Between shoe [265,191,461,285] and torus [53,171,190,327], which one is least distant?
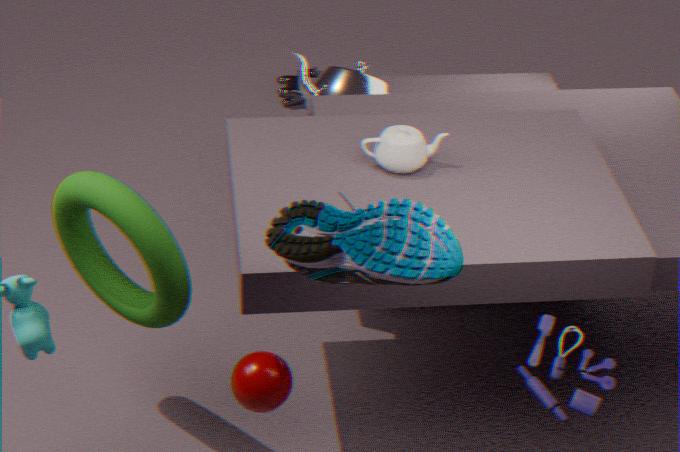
shoe [265,191,461,285]
